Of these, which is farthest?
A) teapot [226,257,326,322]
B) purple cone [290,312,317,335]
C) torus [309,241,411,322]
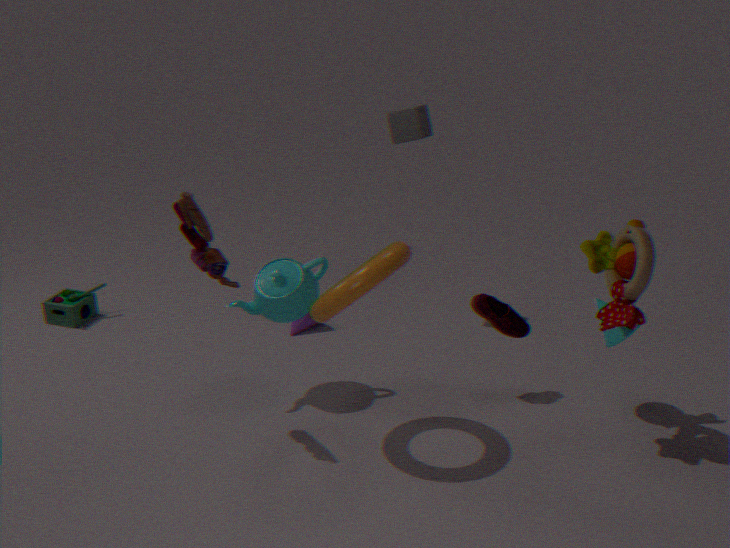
purple cone [290,312,317,335]
